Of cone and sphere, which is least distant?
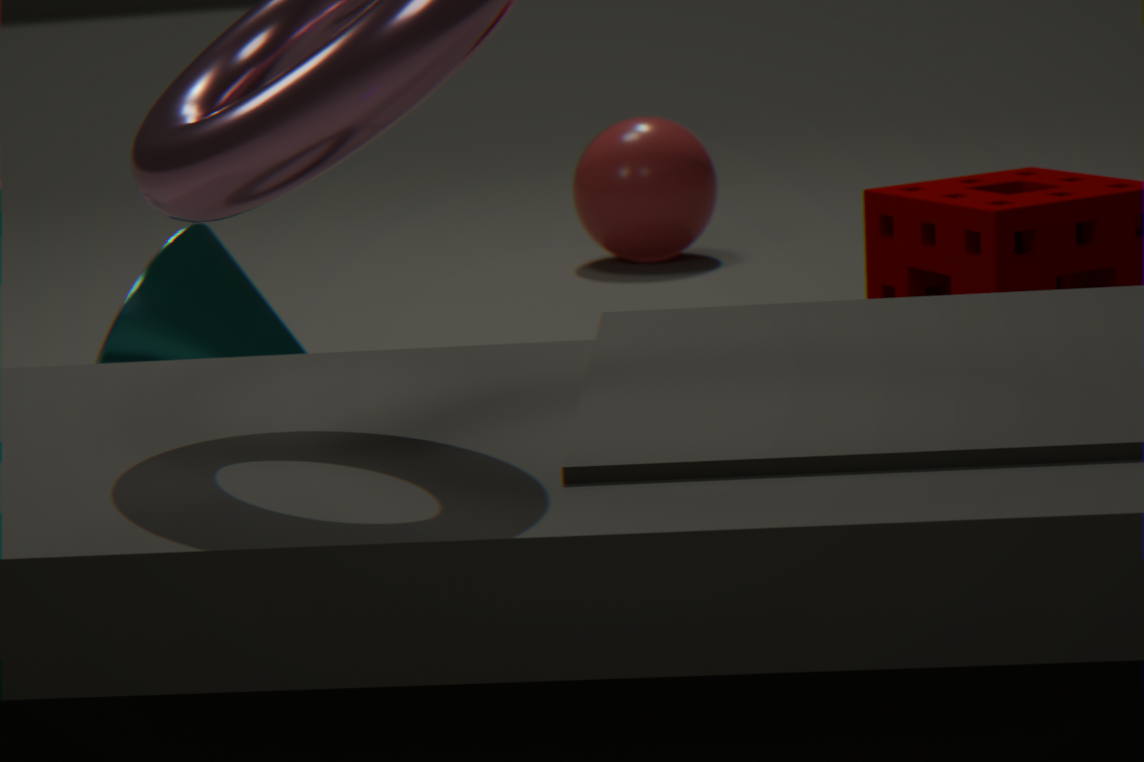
cone
